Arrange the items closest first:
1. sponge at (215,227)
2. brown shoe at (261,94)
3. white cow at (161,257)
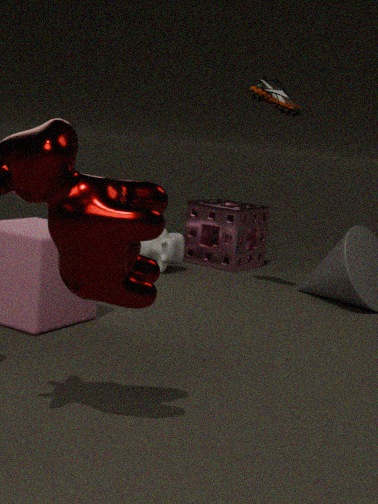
brown shoe at (261,94) → white cow at (161,257) → sponge at (215,227)
